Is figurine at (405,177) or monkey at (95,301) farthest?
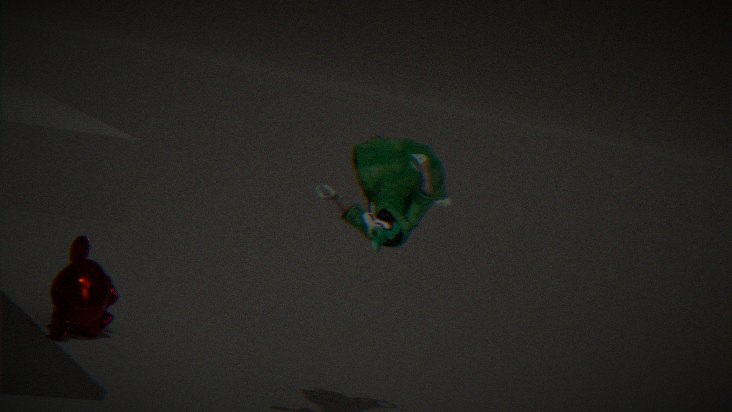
monkey at (95,301)
